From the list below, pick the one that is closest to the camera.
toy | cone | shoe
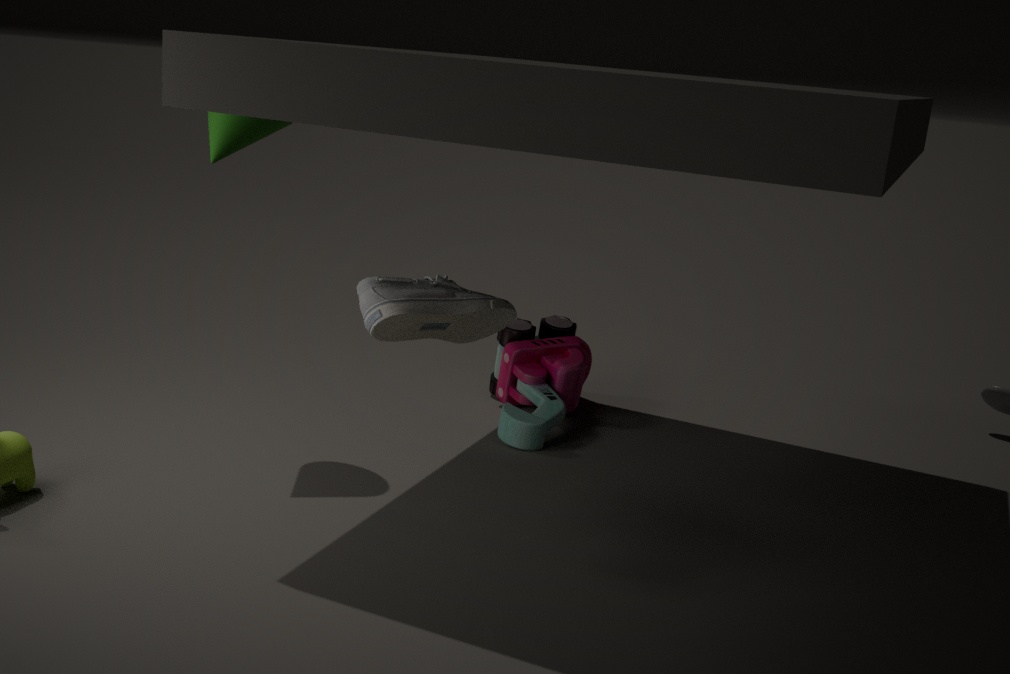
shoe
